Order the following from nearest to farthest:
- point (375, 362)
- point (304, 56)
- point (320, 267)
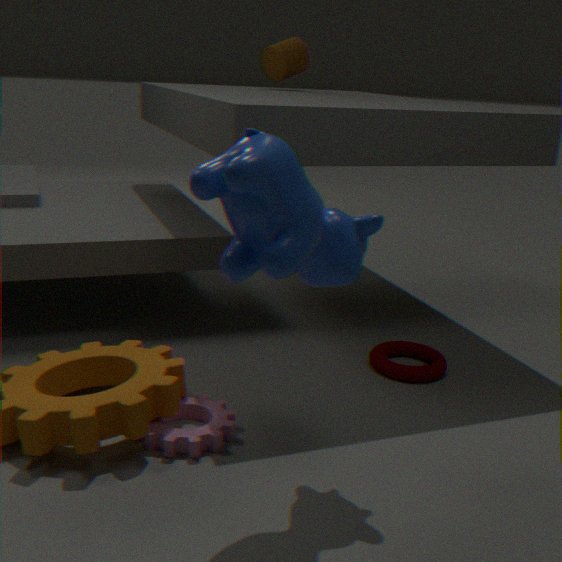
point (320, 267) → point (375, 362) → point (304, 56)
